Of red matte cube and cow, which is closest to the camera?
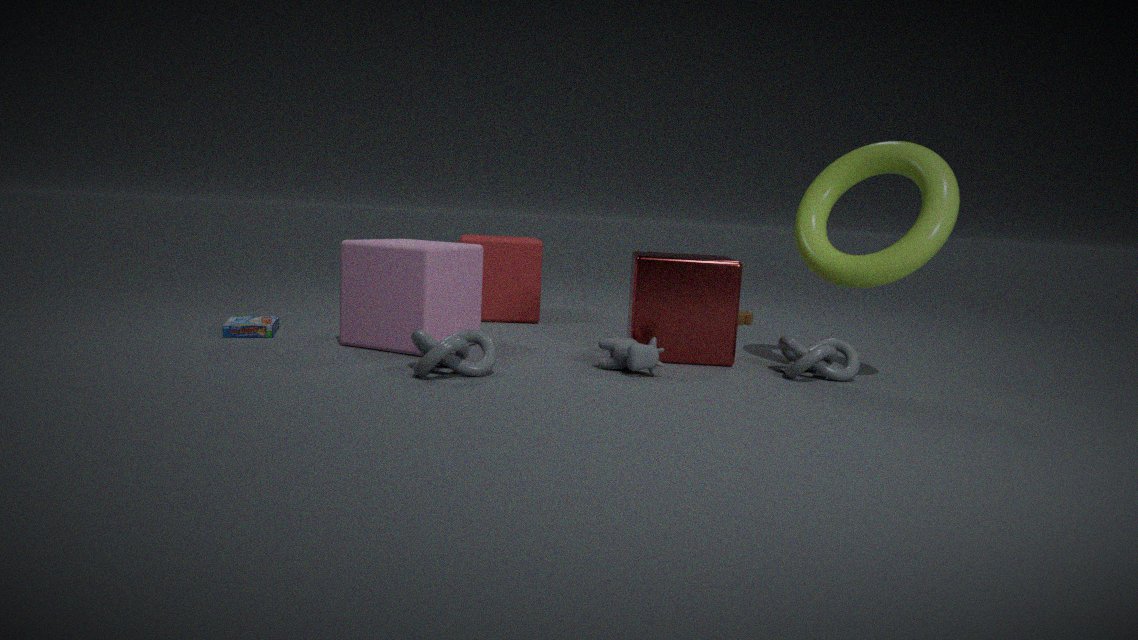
cow
